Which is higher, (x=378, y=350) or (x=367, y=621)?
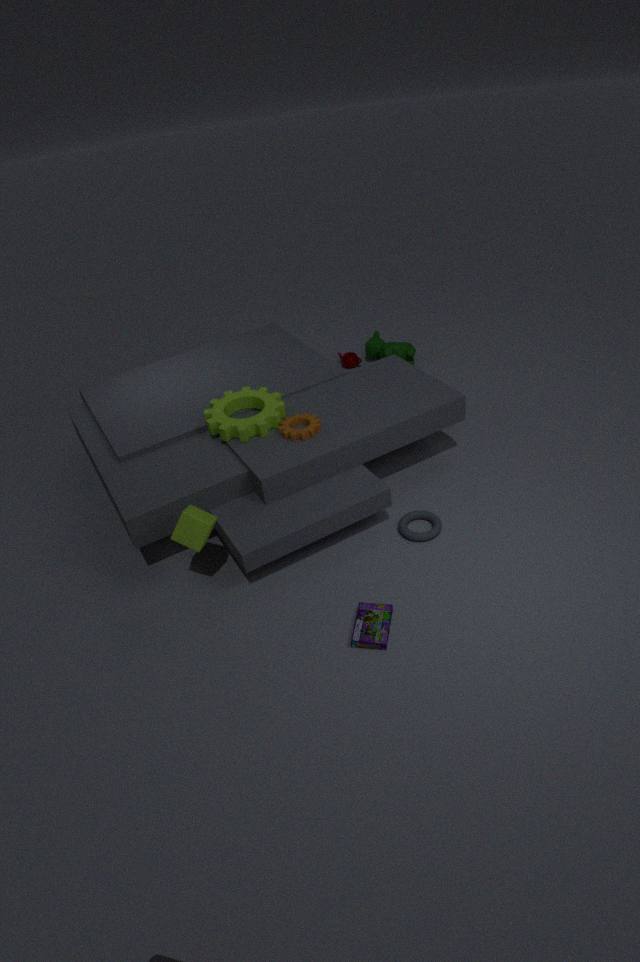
(x=378, y=350)
